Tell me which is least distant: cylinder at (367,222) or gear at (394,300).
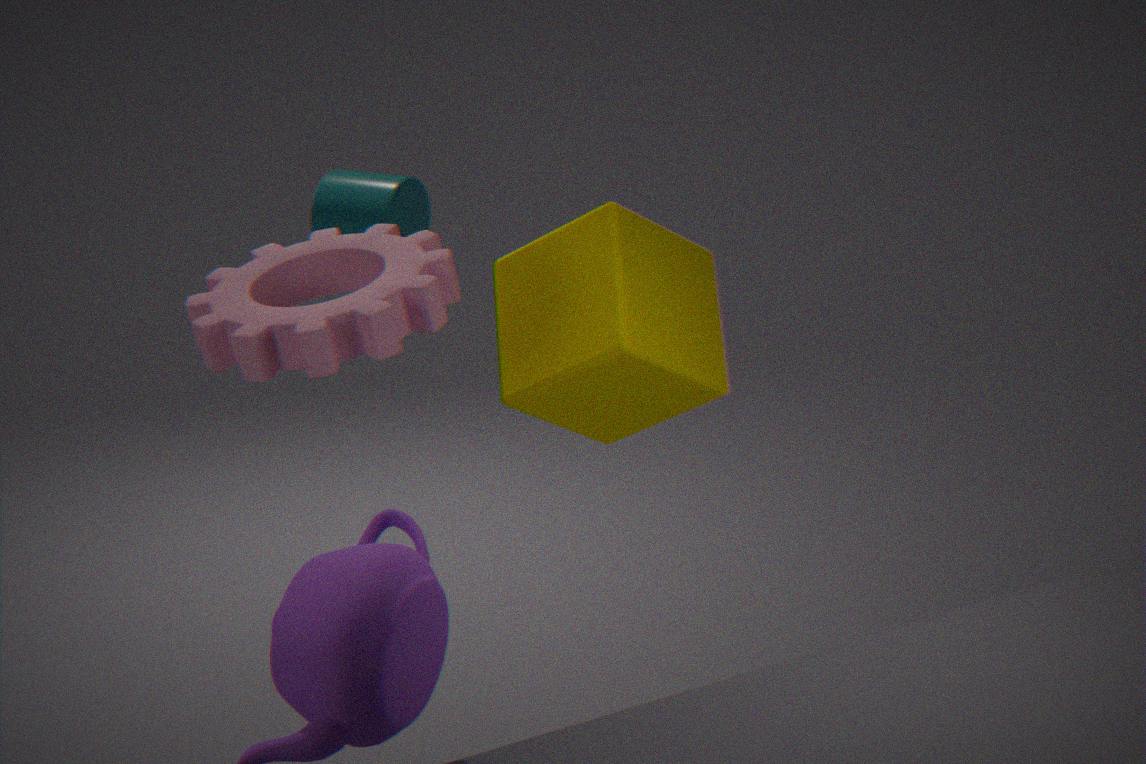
gear at (394,300)
